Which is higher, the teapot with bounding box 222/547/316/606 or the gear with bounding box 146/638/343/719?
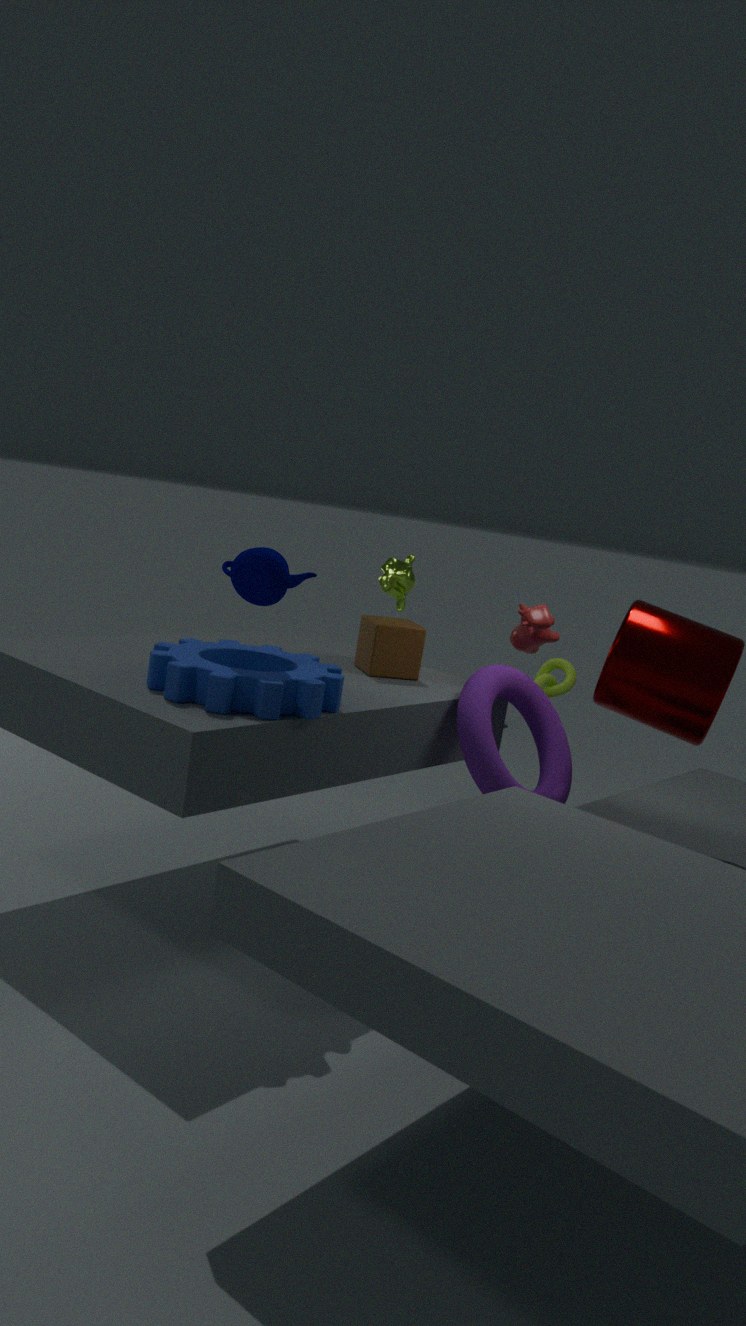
the teapot with bounding box 222/547/316/606
